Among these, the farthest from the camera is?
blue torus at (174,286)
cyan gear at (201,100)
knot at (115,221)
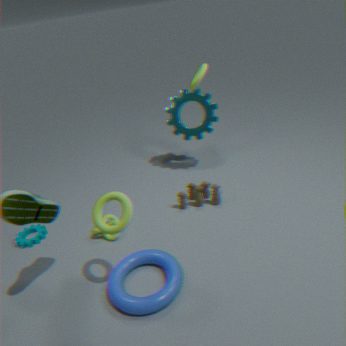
cyan gear at (201,100)
